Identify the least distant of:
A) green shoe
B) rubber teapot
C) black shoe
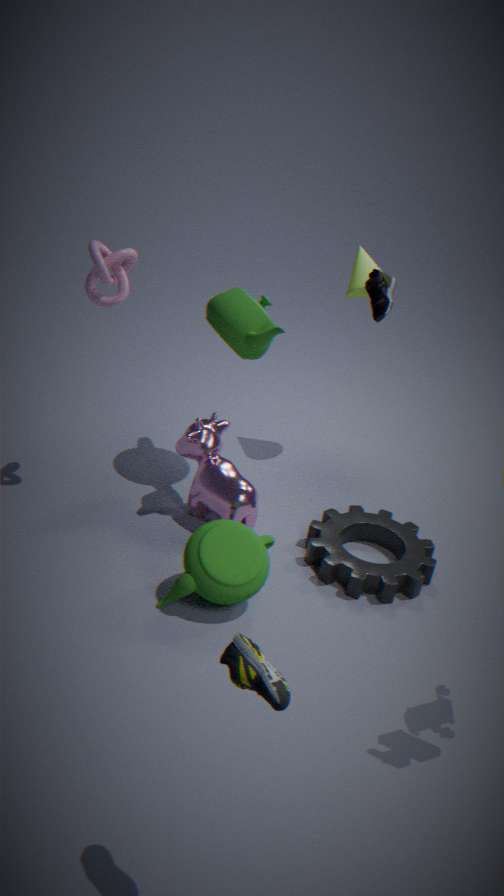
green shoe
